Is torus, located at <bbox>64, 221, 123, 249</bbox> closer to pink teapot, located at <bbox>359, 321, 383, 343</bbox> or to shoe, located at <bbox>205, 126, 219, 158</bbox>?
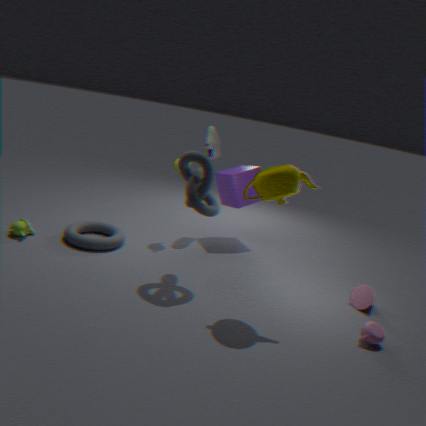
shoe, located at <bbox>205, 126, 219, 158</bbox>
